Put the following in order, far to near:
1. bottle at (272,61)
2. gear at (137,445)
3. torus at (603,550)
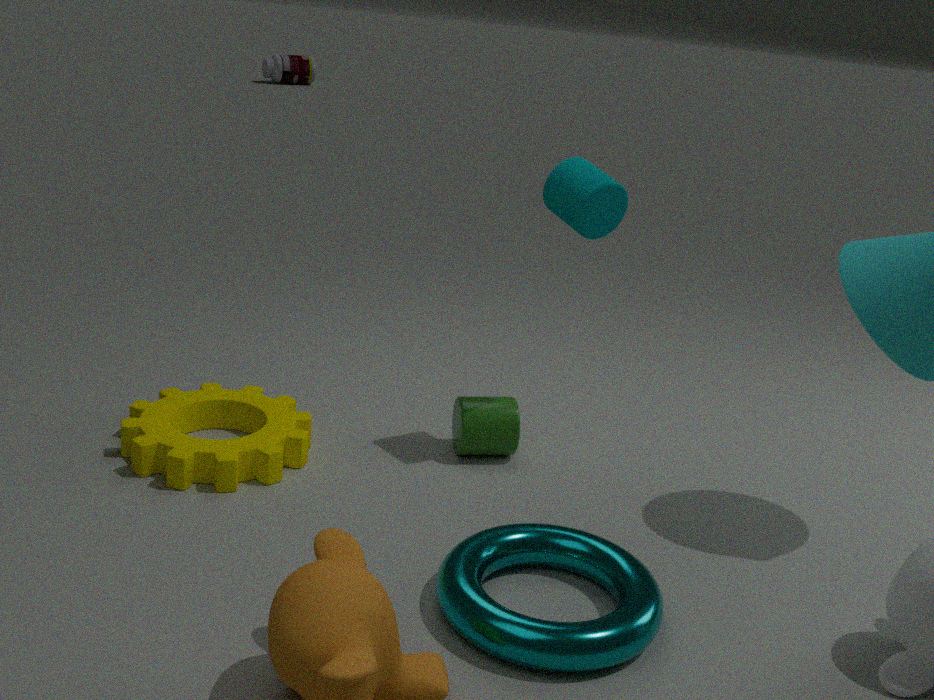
1. bottle at (272,61)
2. gear at (137,445)
3. torus at (603,550)
